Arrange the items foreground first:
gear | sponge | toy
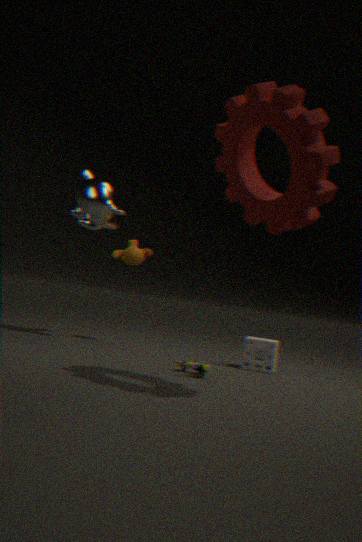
gear → toy → sponge
